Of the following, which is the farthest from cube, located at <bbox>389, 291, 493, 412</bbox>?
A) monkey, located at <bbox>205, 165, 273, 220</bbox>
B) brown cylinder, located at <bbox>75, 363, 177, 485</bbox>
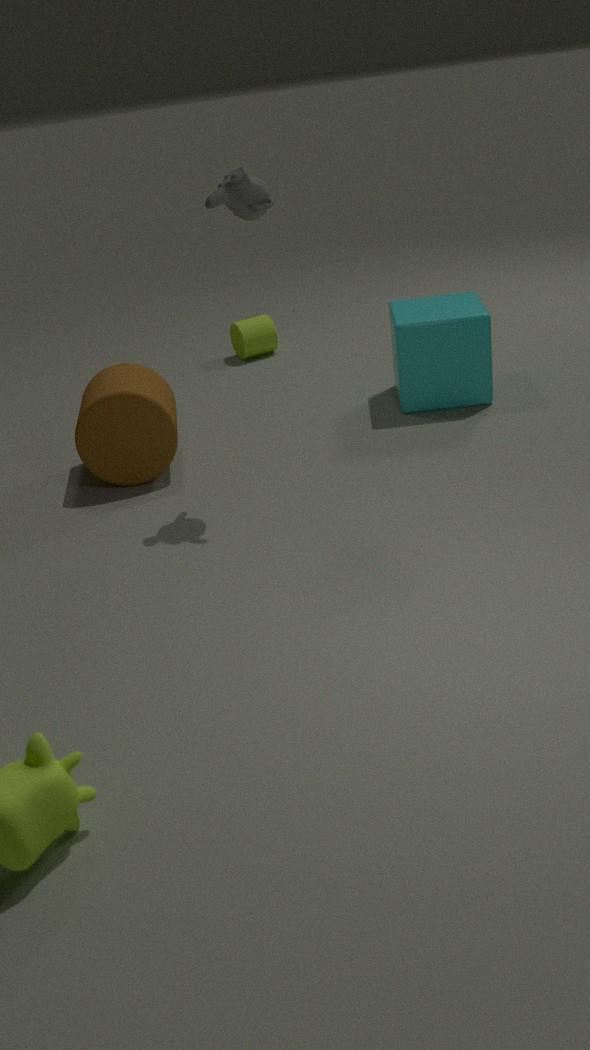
brown cylinder, located at <bbox>75, 363, 177, 485</bbox>
